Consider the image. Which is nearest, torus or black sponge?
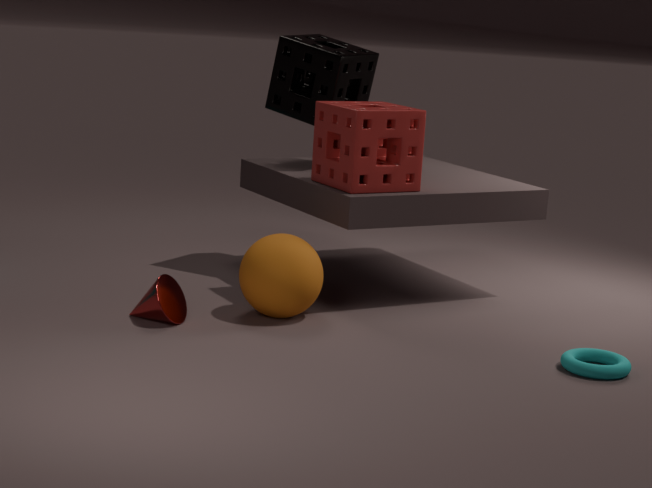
torus
